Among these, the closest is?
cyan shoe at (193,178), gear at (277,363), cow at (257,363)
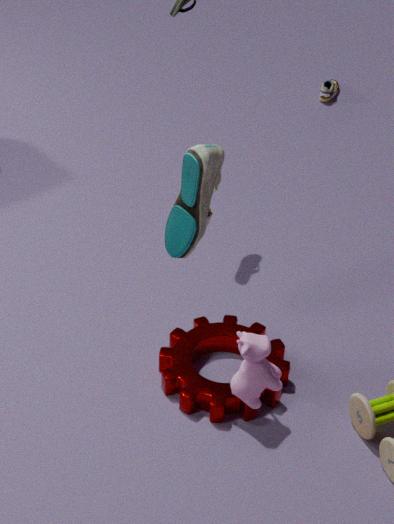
cow at (257,363)
